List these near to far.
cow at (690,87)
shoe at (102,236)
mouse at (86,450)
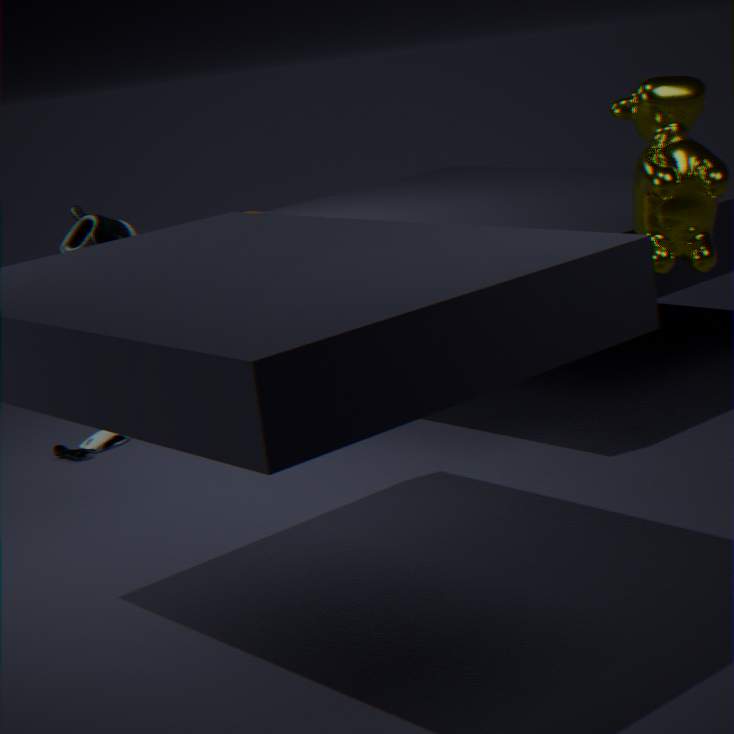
cow at (690,87) → shoe at (102,236) → mouse at (86,450)
